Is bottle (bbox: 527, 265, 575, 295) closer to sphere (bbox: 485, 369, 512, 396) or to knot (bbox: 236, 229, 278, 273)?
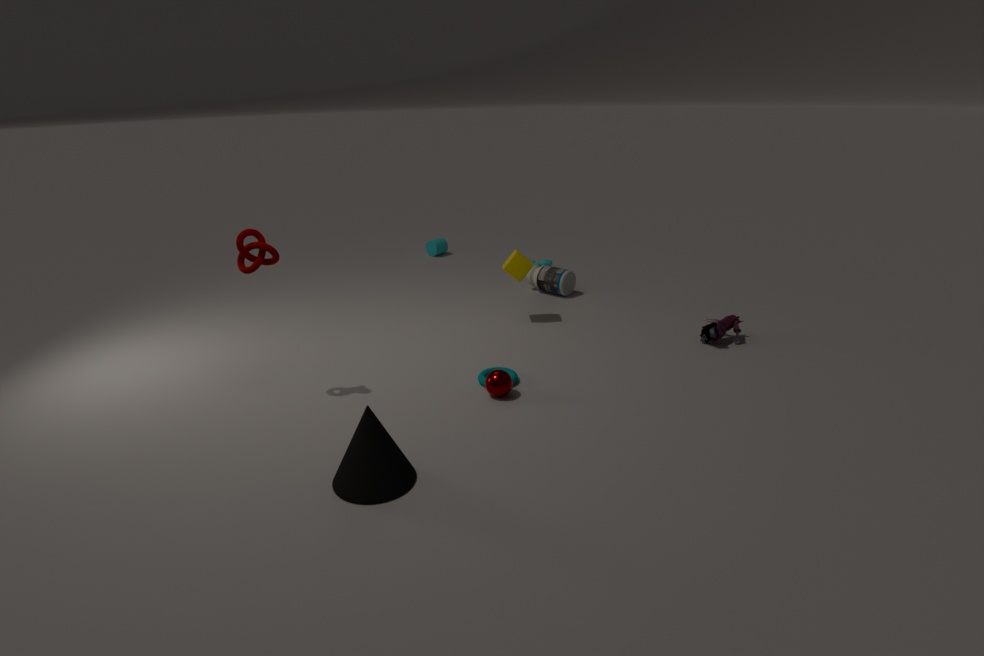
sphere (bbox: 485, 369, 512, 396)
